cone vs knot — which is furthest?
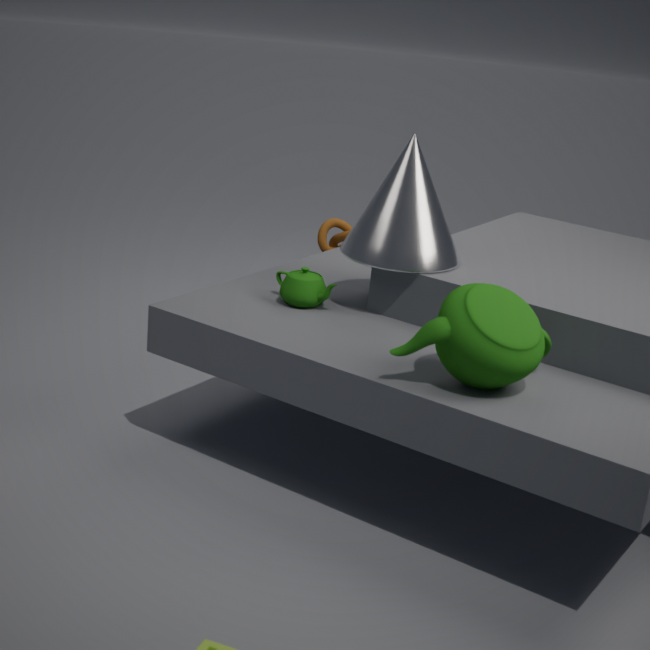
knot
